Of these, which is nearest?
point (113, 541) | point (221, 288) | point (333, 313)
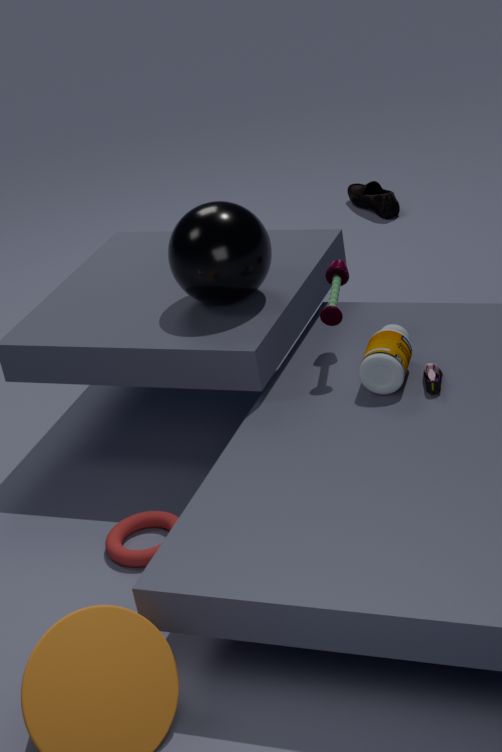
point (113, 541)
